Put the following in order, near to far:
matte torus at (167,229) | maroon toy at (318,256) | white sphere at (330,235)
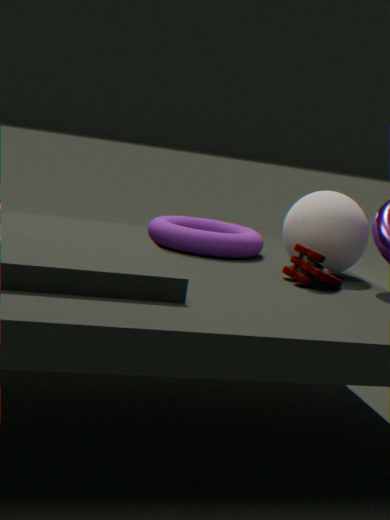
maroon toy at (318,256) → white sphere at (330,235) → matte torus at (167,229)
